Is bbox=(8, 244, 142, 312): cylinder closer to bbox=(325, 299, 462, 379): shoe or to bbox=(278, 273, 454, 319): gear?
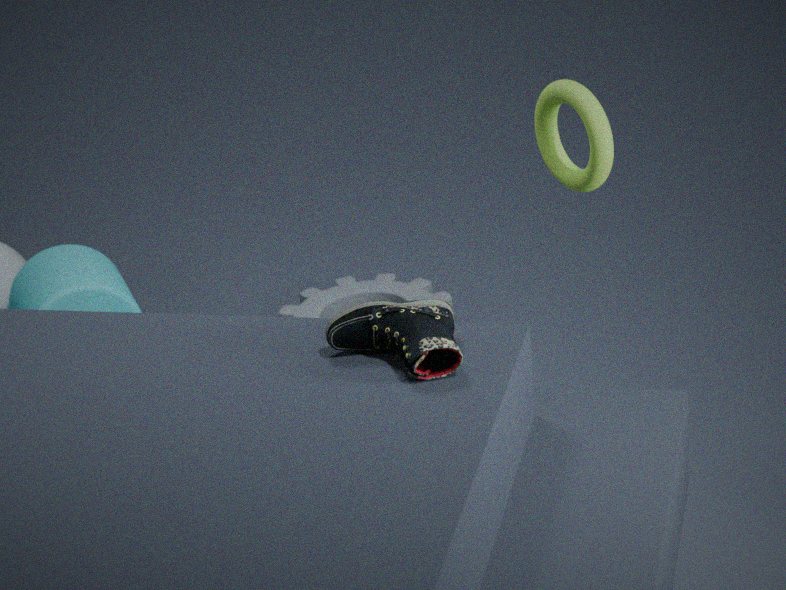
bbox=(278, 273, 454, 319): gear
